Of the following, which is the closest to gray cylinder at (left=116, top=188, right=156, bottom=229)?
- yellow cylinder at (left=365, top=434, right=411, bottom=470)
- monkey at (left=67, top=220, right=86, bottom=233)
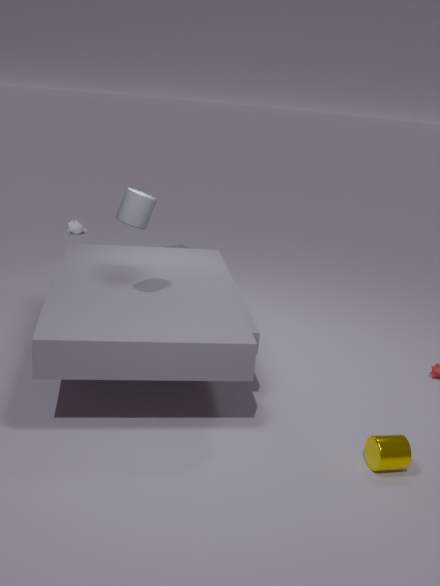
yellow cylinder at (left=365, top=434, right=411, bottom=470)
